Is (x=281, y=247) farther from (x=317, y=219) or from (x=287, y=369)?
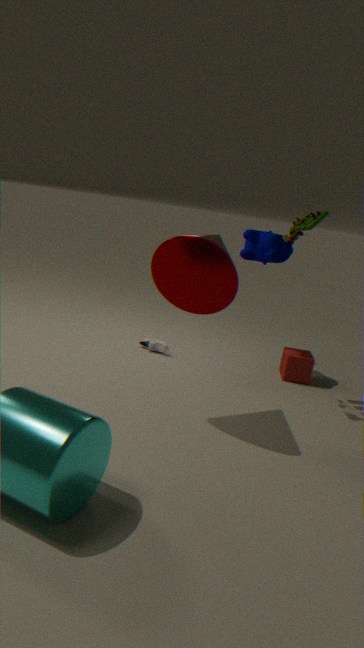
(x=287, y=369)
